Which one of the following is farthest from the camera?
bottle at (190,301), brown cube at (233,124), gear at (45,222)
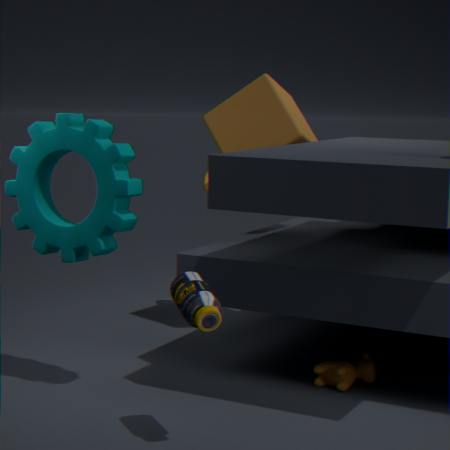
brown cube at (233,124)
